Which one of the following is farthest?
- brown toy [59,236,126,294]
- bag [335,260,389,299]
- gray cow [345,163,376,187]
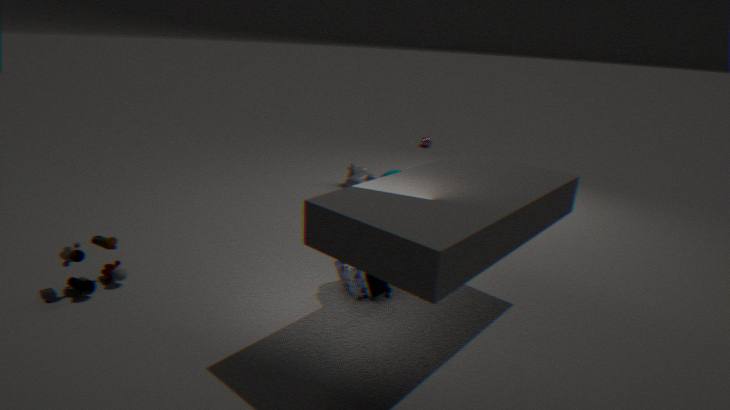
gray cow [345,163,376,187]
